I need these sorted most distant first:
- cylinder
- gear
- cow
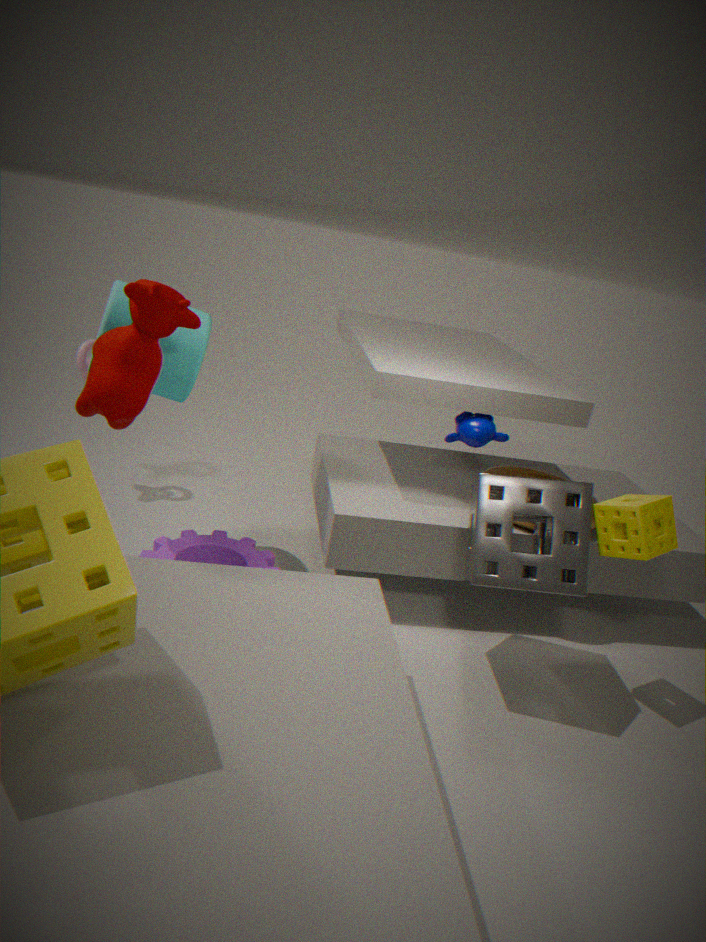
gear, cylinder, cow
